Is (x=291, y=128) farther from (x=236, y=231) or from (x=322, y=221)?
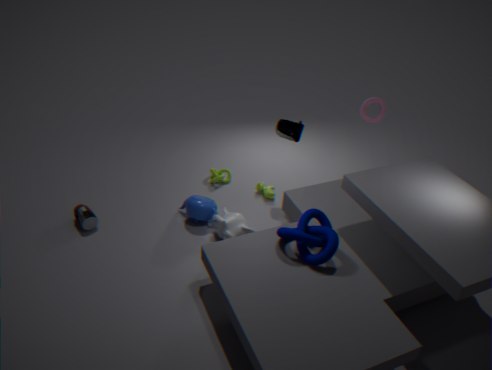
(x=322, y=221)
